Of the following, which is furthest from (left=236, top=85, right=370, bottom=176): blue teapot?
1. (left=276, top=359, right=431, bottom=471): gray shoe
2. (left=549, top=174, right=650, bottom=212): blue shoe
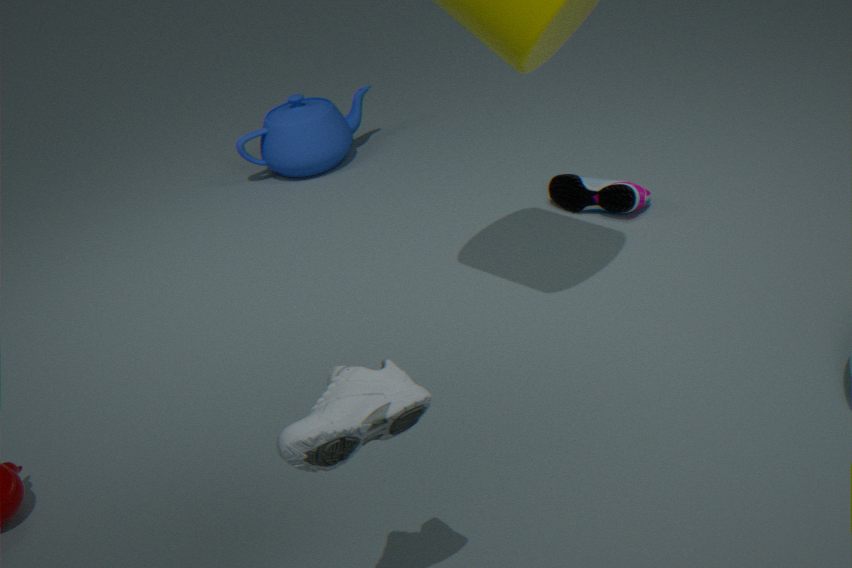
(left=276, top=359, right=431, bottom=471): gray shoe
